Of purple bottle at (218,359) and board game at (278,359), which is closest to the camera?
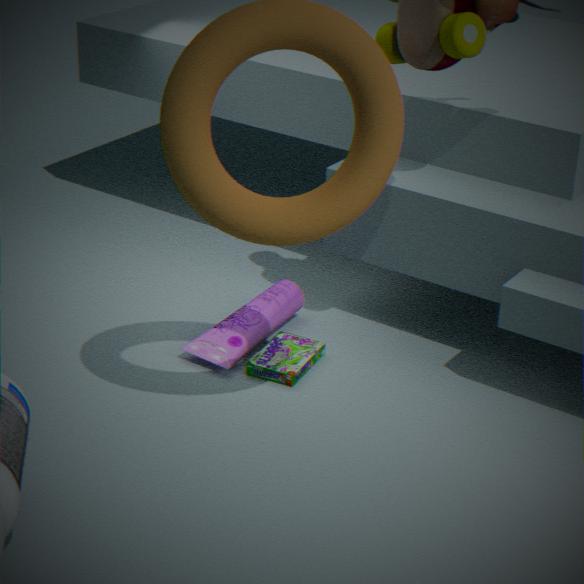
board game at (278,359)
